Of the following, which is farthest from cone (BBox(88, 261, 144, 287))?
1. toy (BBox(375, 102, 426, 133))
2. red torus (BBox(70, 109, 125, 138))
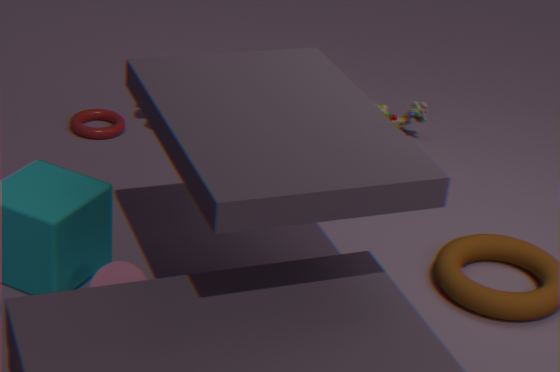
toy (BBox(375, 102, 426, 133))
